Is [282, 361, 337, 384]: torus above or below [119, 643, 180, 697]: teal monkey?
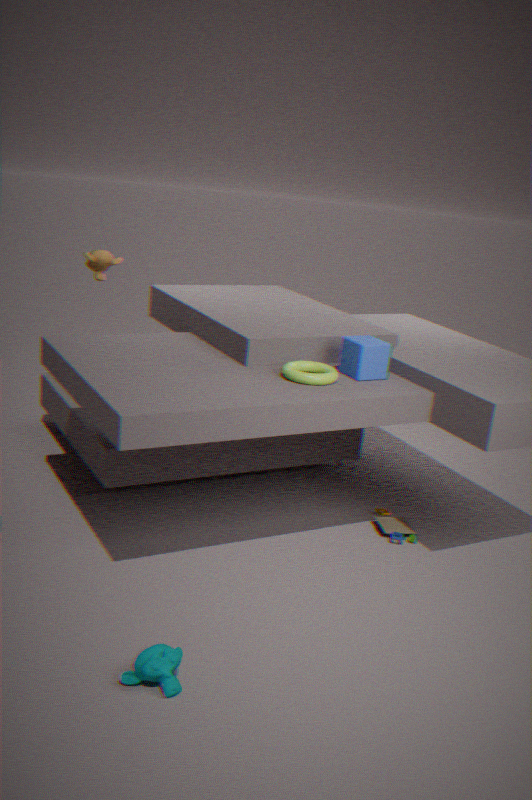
above
